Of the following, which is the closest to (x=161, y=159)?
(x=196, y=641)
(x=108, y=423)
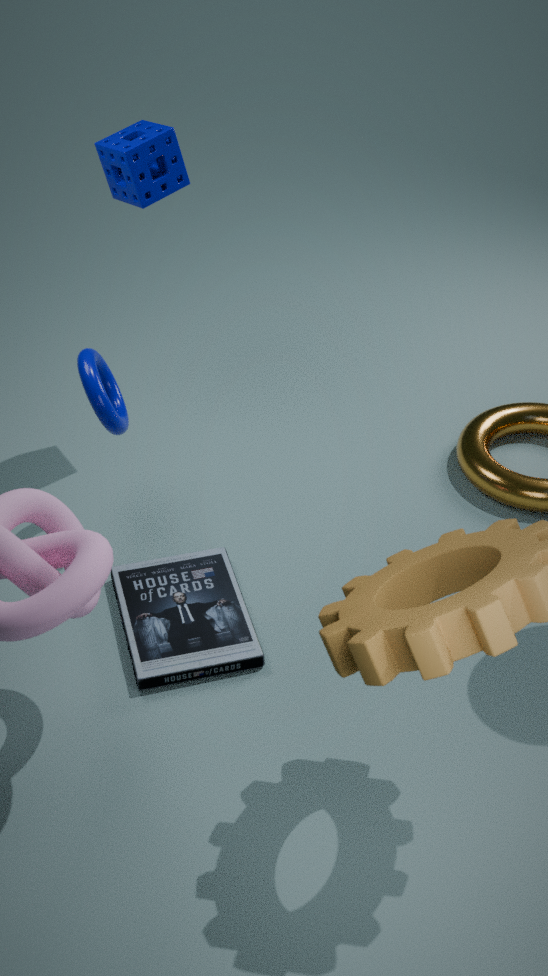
(x=108, y=423)
